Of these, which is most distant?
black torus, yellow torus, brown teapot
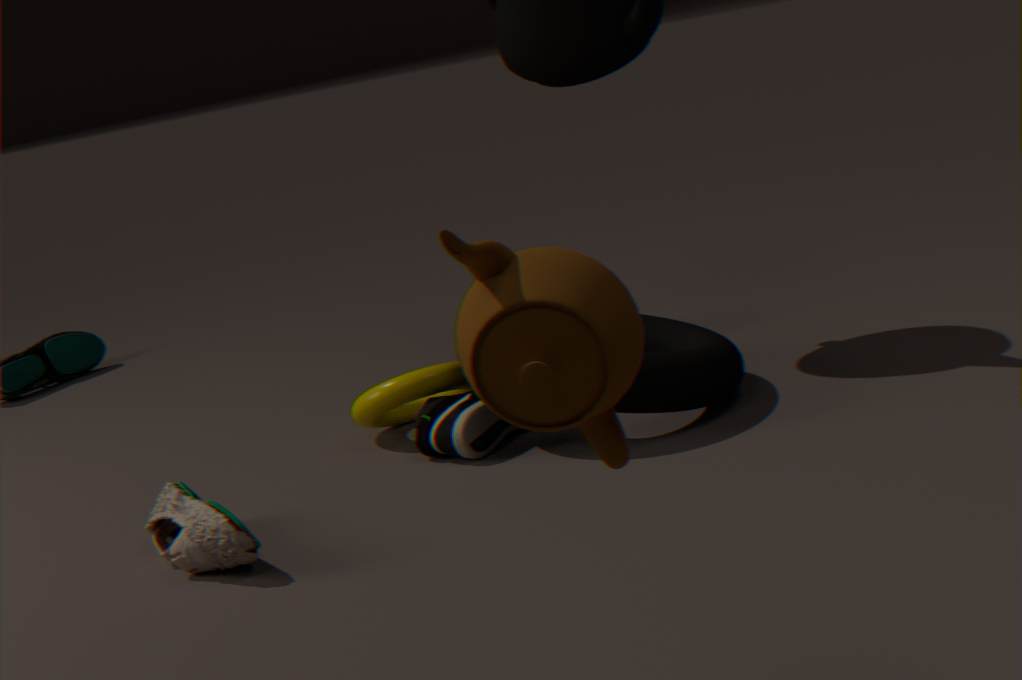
yellow torus
